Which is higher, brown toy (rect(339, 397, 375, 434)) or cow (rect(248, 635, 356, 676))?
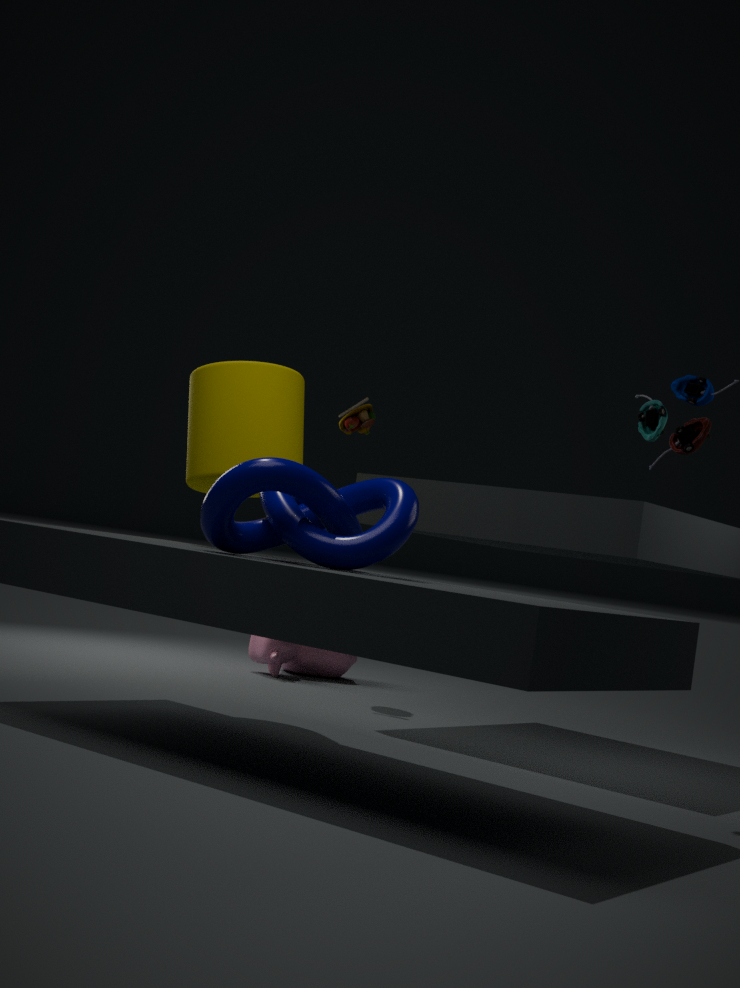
brown toy (rect(339, 397, 375, 434))
